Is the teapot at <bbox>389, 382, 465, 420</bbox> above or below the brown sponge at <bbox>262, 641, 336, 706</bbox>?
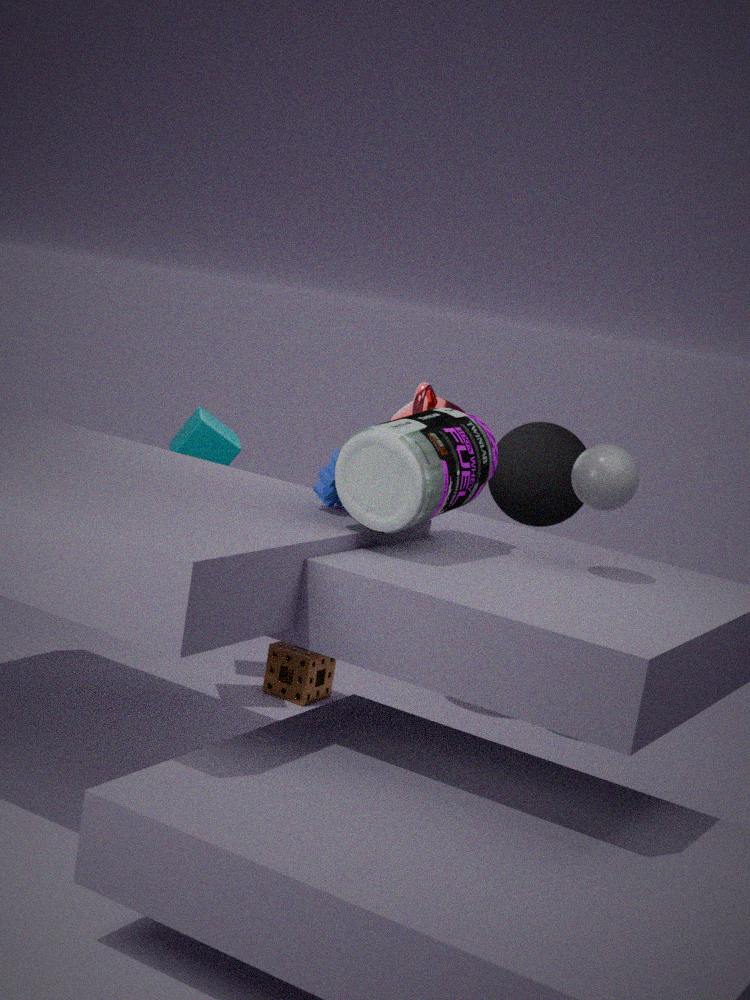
above
